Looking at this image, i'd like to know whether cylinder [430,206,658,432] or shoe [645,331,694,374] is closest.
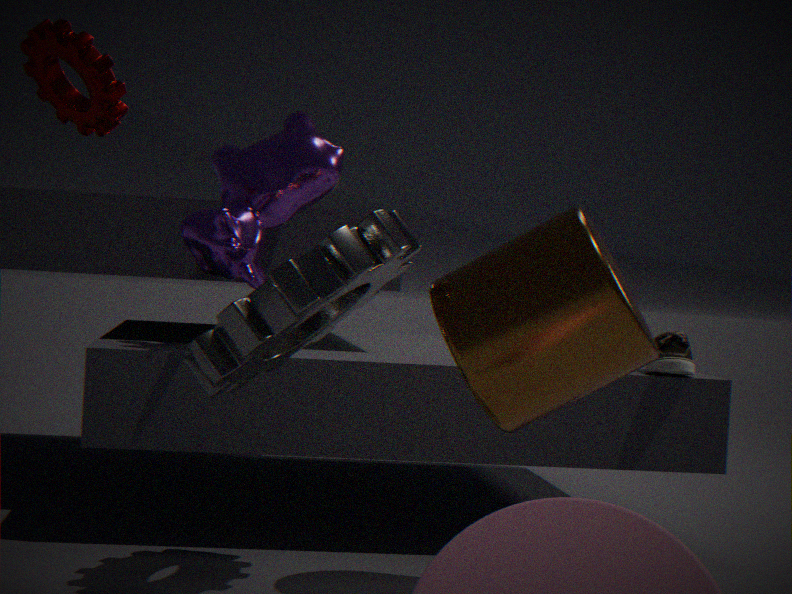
cylinder [430,206,658,432]
